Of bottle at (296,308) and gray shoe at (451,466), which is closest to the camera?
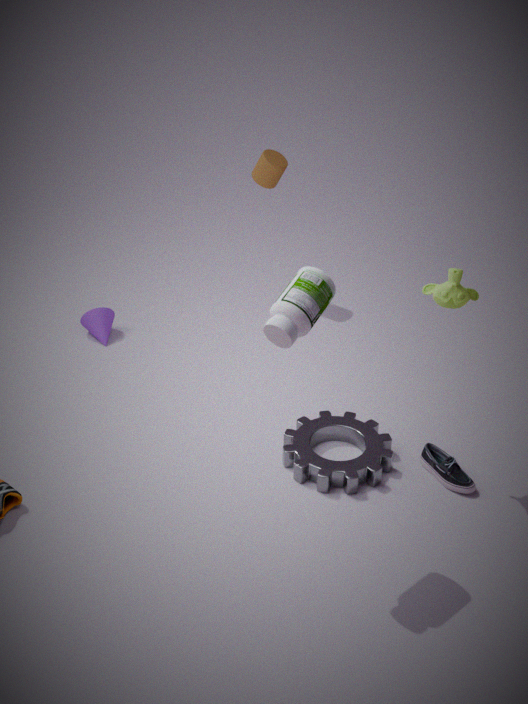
bottle at (296,308)
